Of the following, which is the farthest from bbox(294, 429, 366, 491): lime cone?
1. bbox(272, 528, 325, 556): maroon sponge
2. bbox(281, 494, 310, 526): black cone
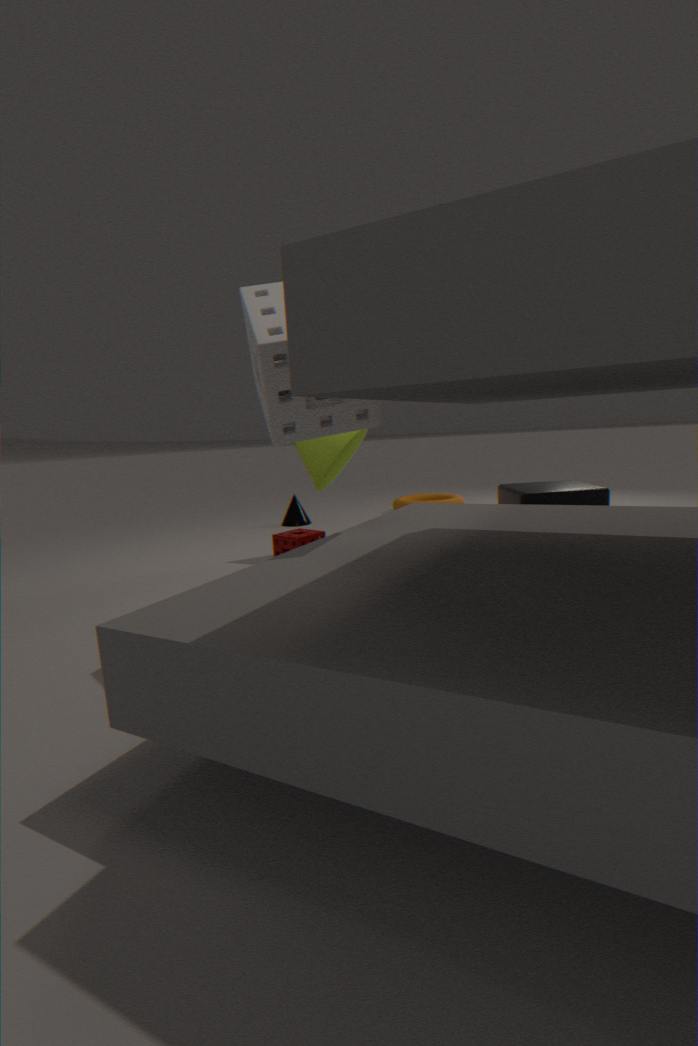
bbox(281, 494, 310, 526): black cone
